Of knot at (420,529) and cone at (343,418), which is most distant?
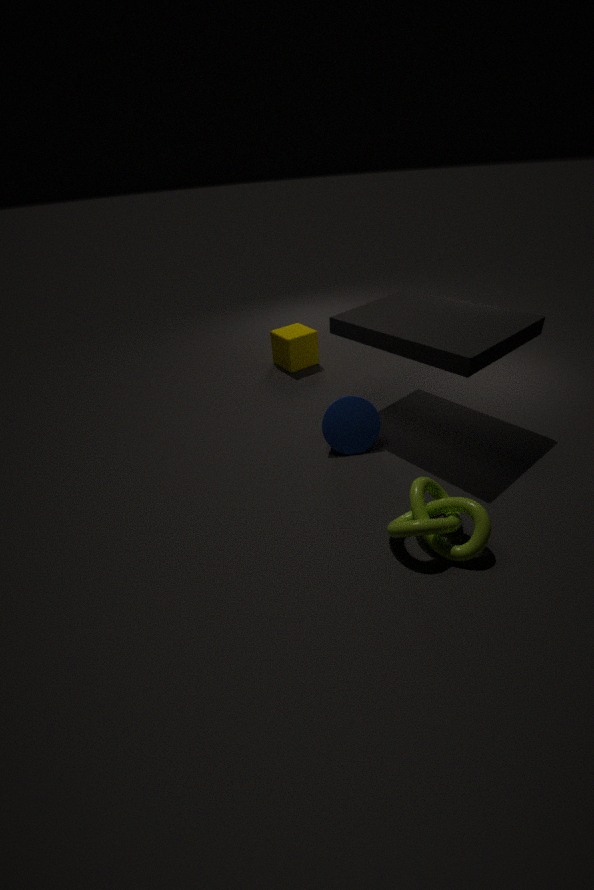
cone at (343,418)
